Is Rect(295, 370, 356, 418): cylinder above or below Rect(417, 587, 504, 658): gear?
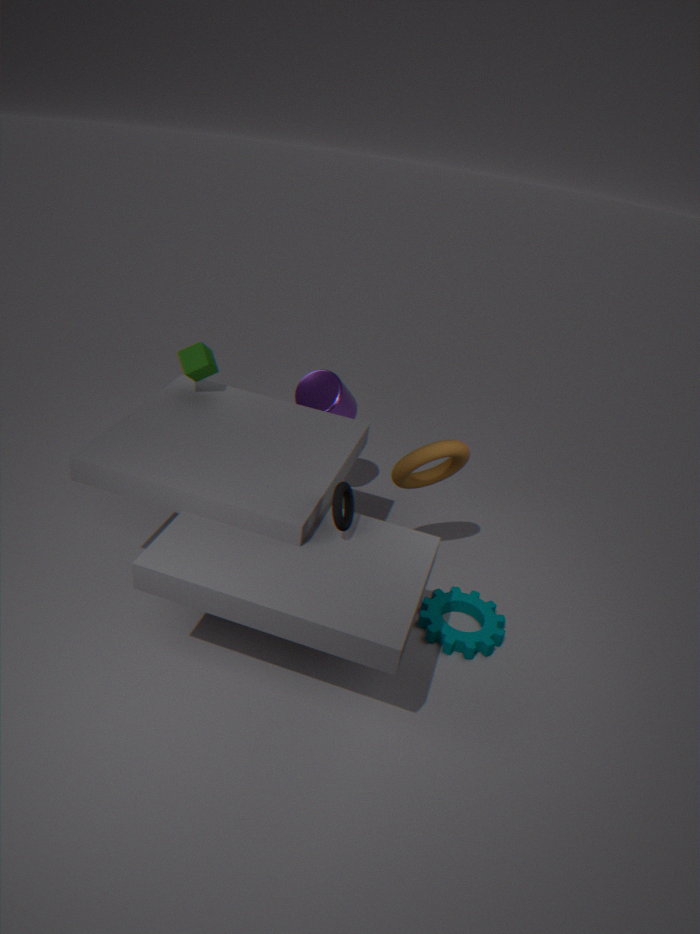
above
